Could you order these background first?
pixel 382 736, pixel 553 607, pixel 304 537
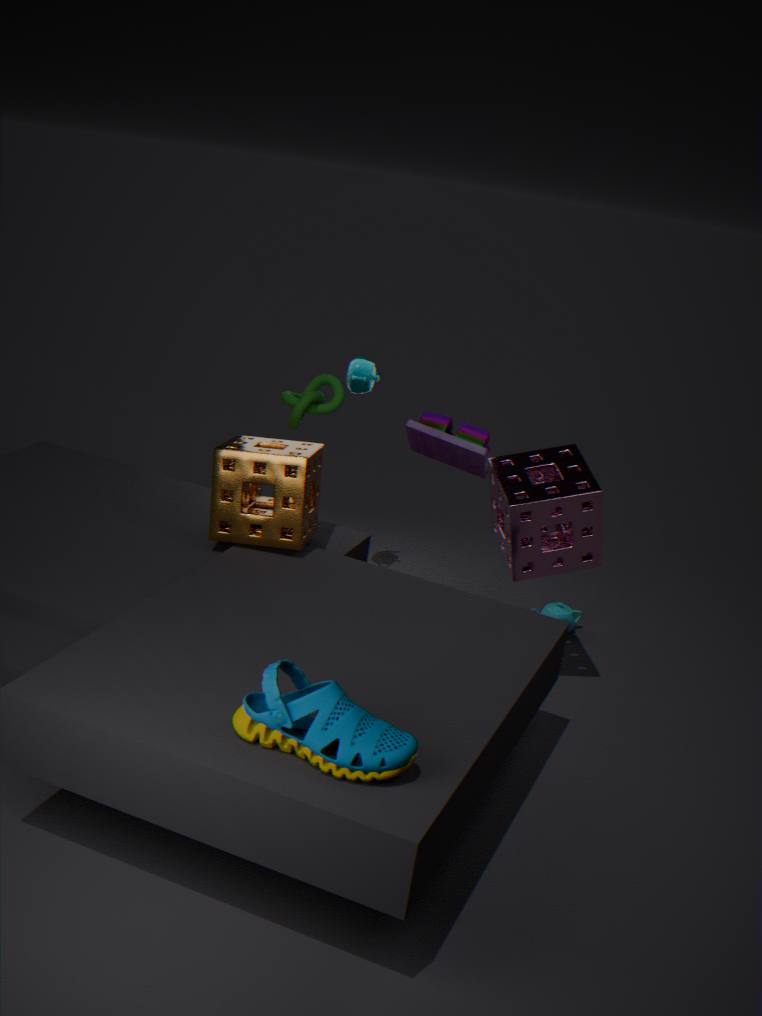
pixel 553 607 → pixel 304 537 → pixel 382 736
